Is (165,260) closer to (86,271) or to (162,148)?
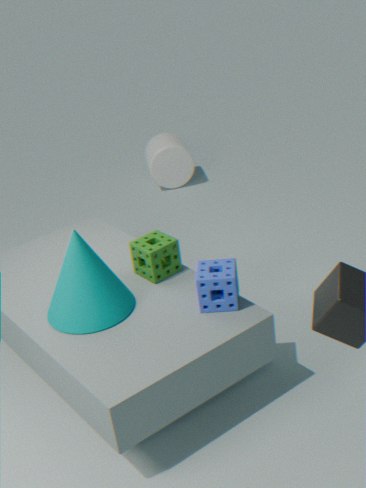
(86,271)
